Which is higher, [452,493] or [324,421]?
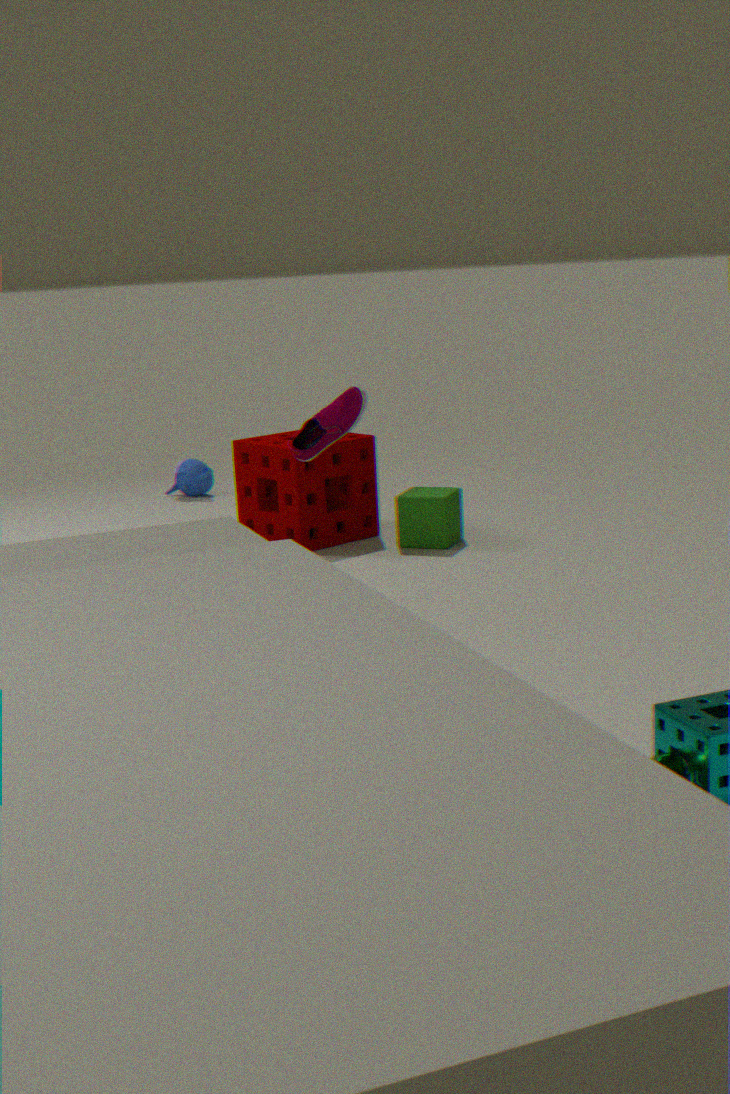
[324,421]
